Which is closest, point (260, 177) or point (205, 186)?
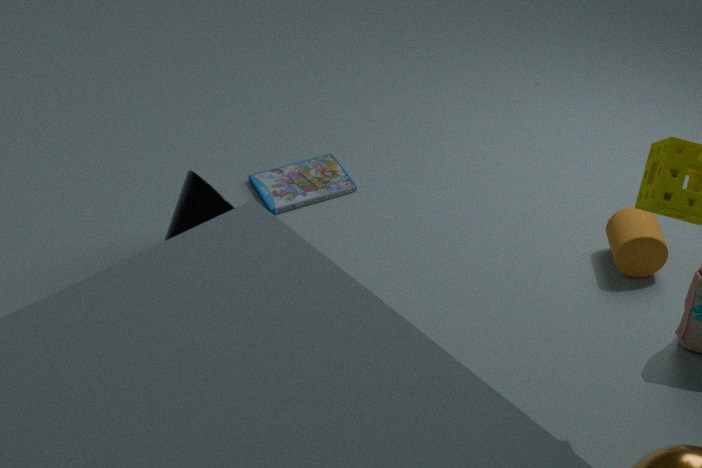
point (205, 186)
